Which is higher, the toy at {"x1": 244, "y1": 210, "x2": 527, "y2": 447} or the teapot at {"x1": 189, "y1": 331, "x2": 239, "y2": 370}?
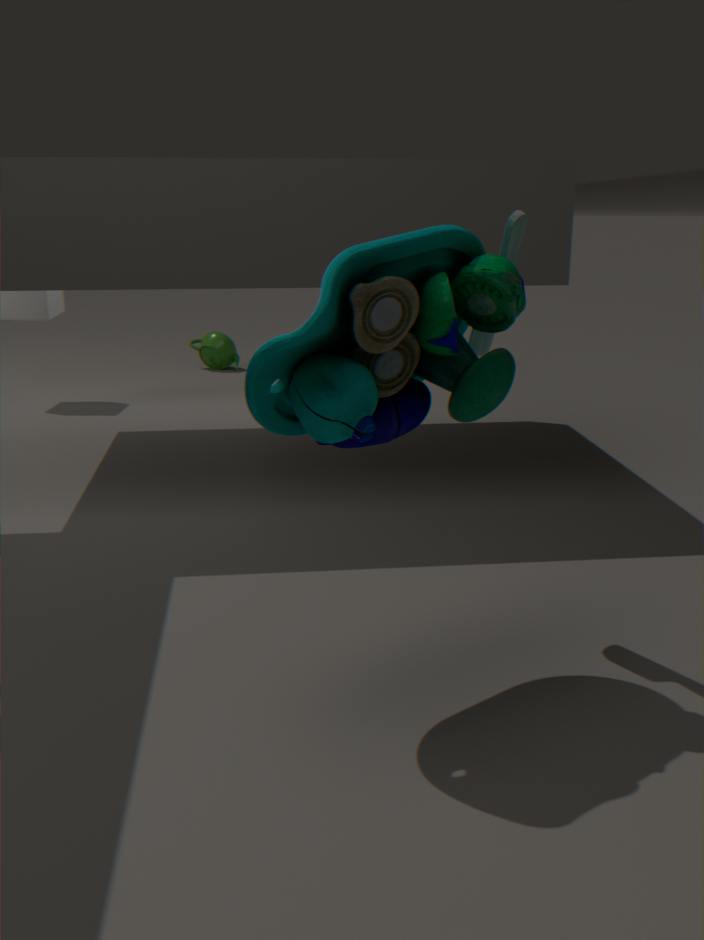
the toy at {"x1": 244, "y1": 210, "x2": 527, "y2": 447}
